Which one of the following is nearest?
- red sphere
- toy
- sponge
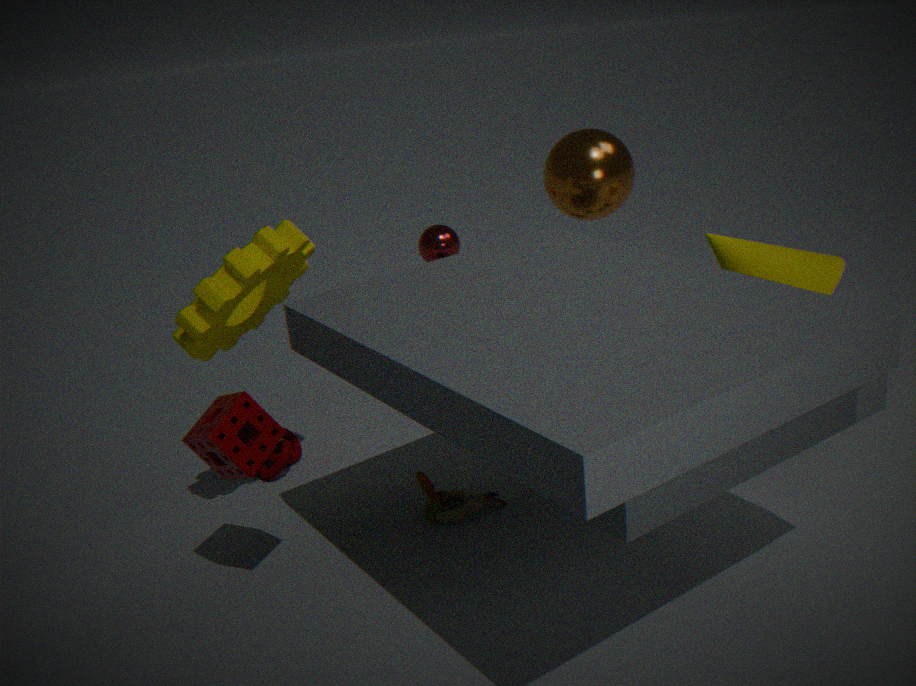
sponge
